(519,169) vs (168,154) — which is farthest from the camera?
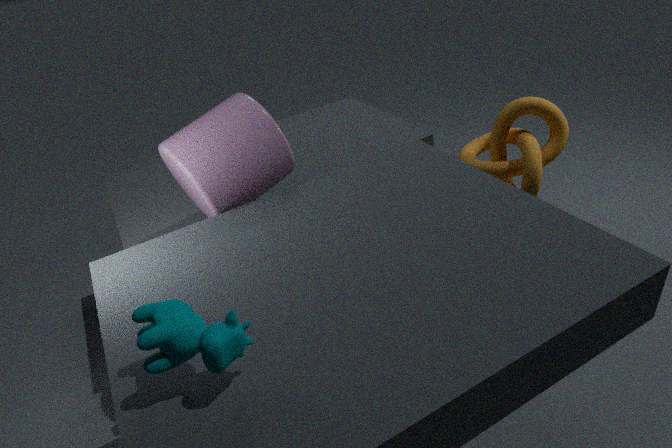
(519,169)
